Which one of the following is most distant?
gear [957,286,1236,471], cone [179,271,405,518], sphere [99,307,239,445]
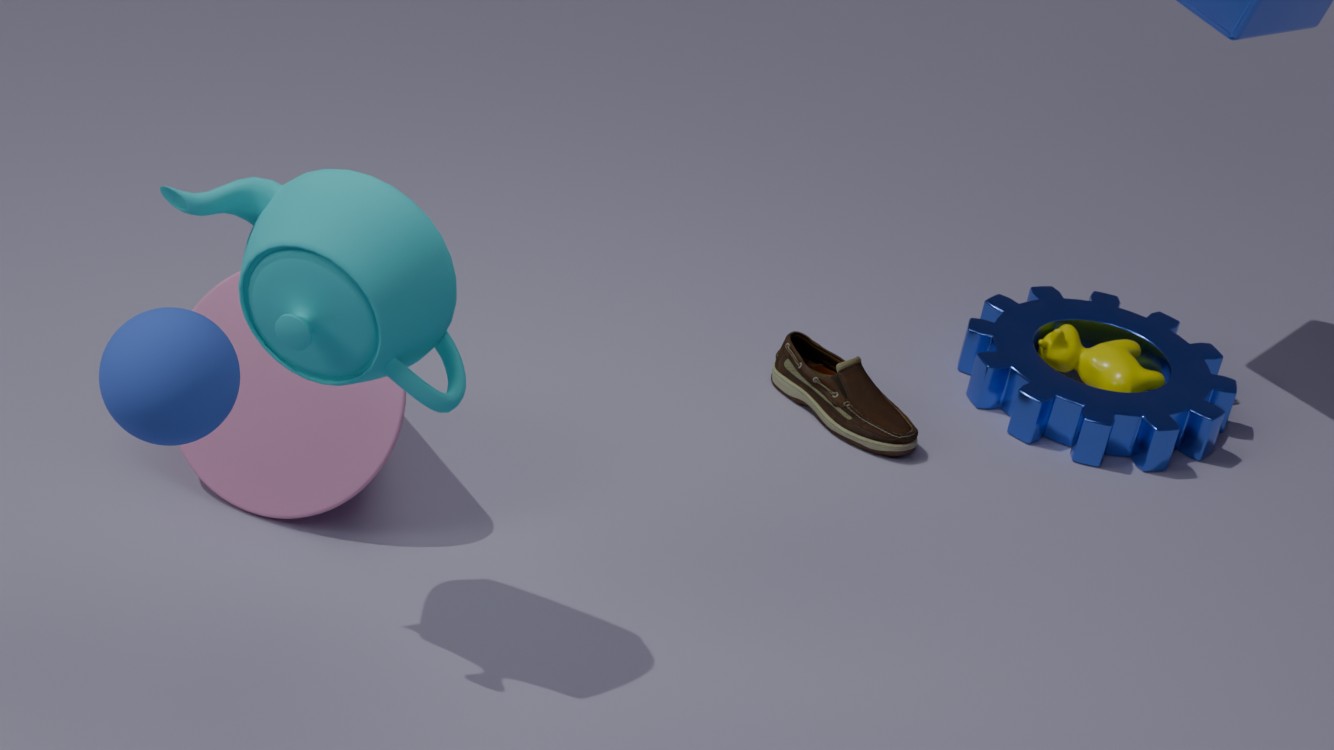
gear [957,286,1236,471]
